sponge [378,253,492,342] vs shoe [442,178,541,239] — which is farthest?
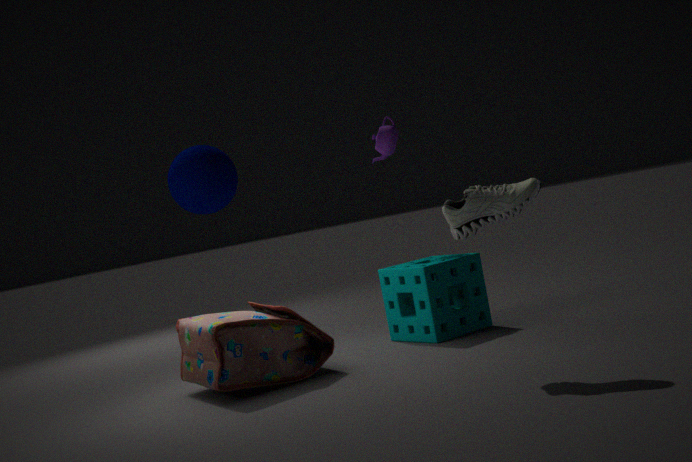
sponge [378,253,492,342]
